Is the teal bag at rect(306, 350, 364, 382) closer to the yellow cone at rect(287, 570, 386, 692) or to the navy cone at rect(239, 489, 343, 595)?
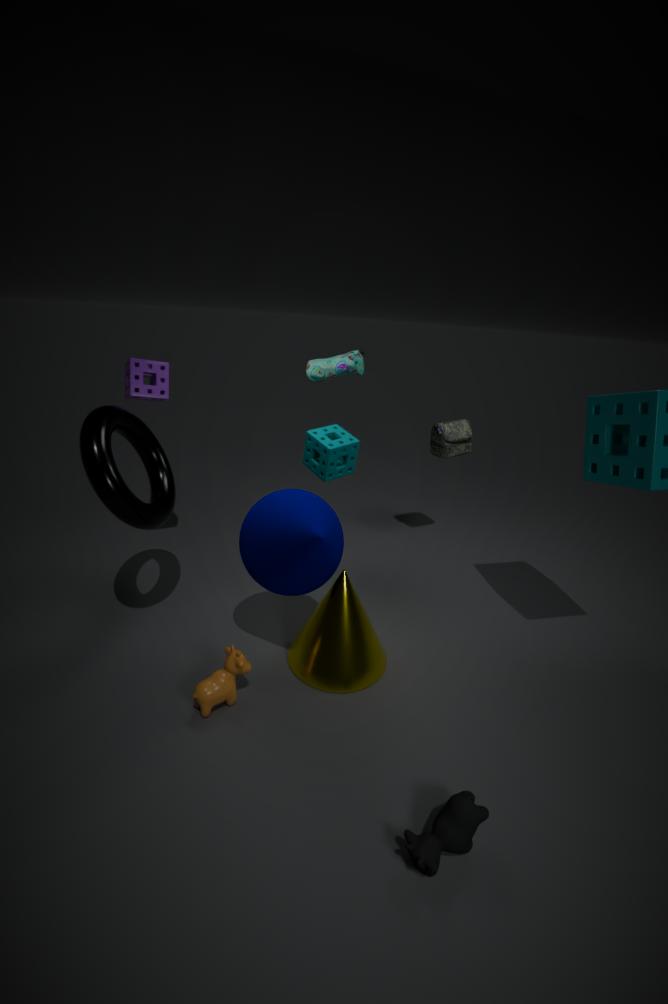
the navy cone at rect(239, 489, 343, 595)
